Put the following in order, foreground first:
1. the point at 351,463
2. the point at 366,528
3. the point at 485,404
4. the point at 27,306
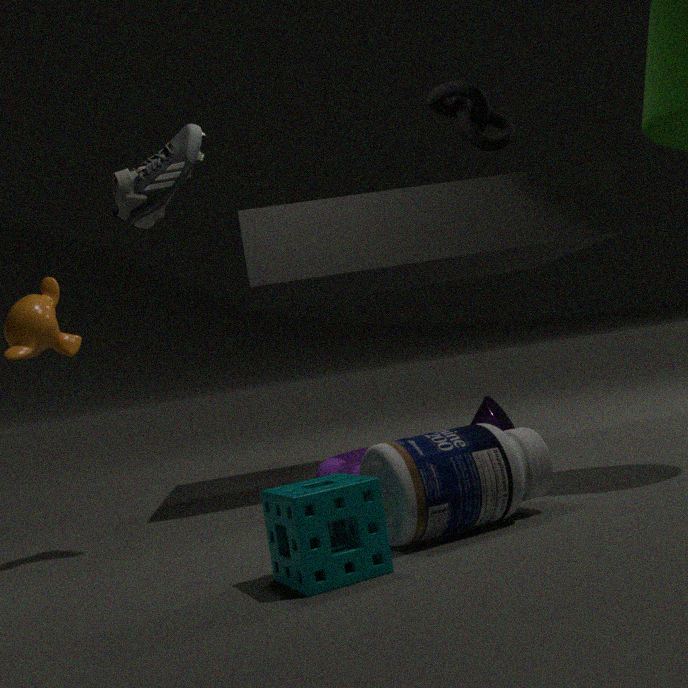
the point at 366,528, the point at 27,306, the point at 351,463, the point at 485,404
